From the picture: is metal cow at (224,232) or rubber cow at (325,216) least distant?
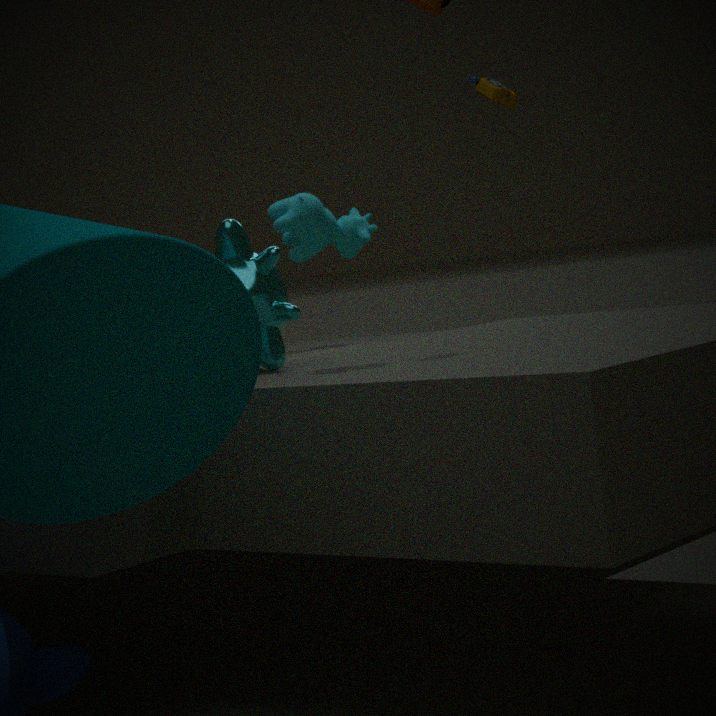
metal cow at (224,232)
